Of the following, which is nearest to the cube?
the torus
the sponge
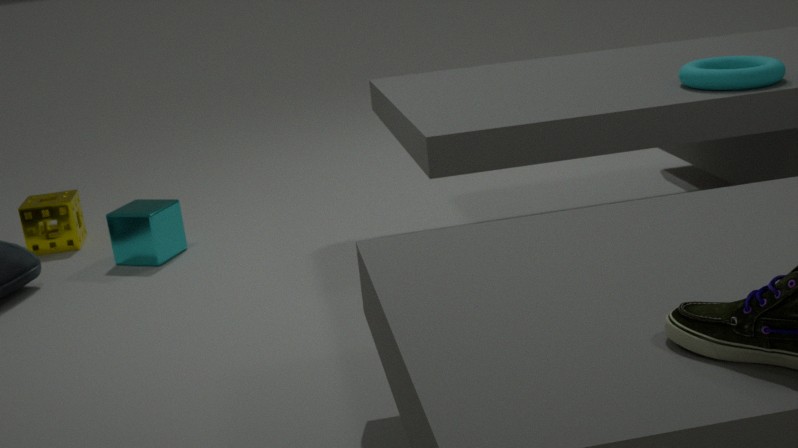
the sponge
